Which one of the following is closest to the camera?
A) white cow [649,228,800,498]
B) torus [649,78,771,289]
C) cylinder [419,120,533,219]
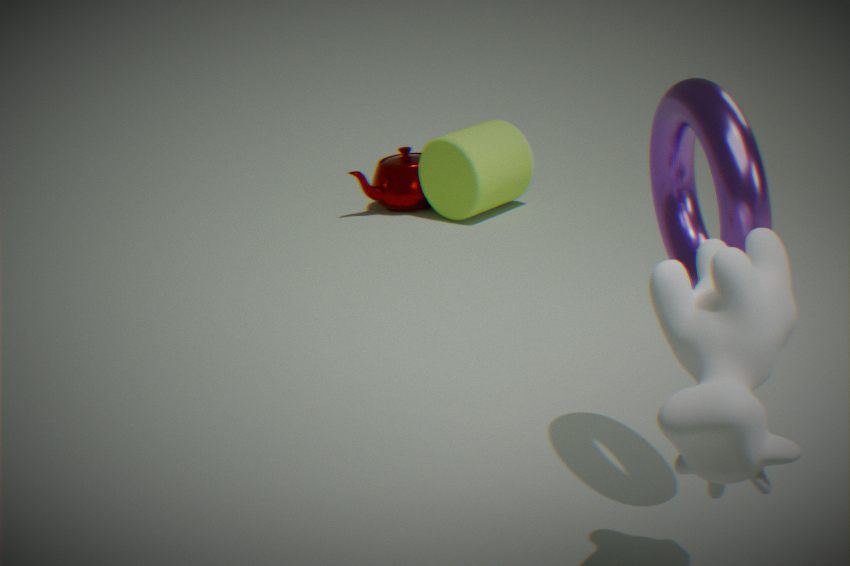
white cow [649,228,800,498]
